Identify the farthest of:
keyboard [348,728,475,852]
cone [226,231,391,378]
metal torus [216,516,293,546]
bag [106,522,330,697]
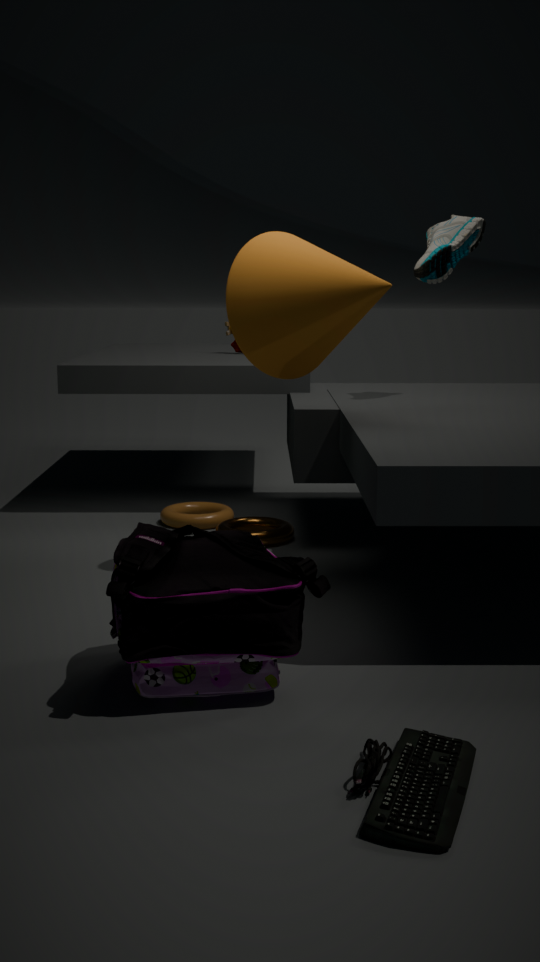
metal torus [216,516,293,546]
